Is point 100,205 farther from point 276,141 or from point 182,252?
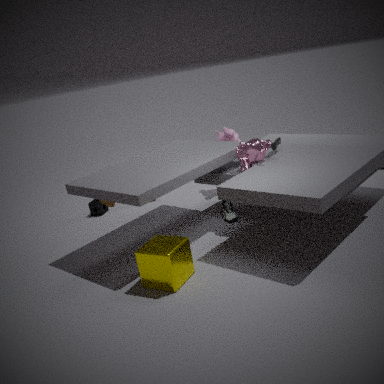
point 276,141
